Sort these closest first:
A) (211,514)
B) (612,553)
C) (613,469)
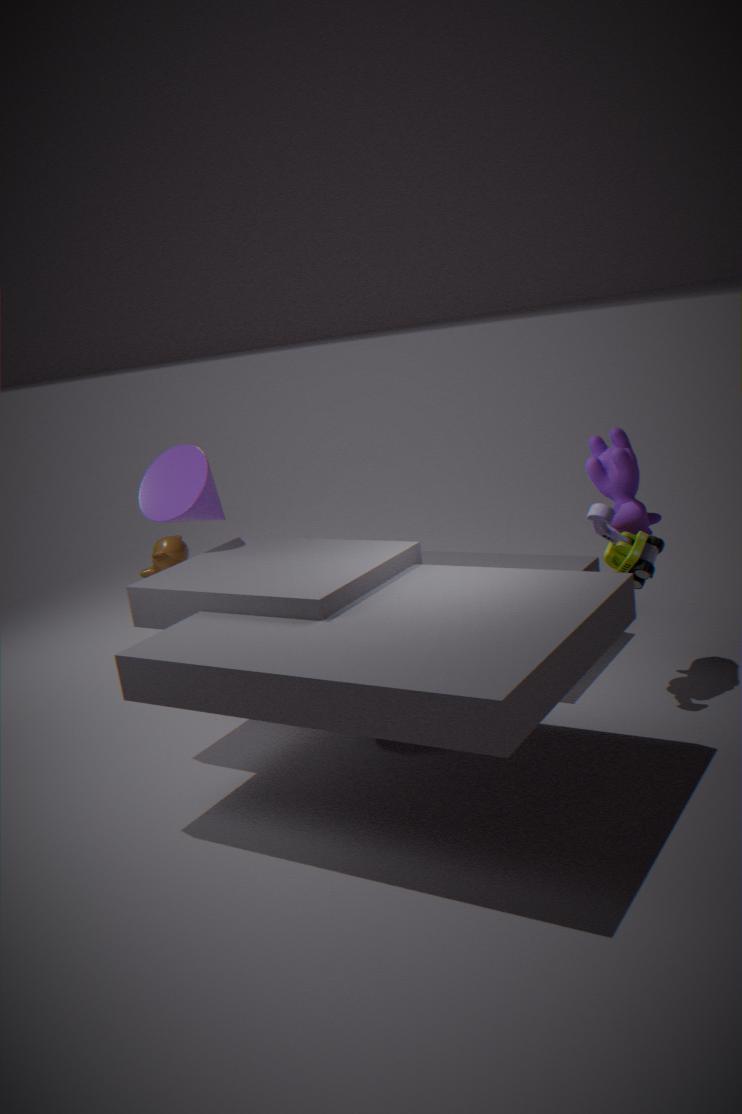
1. (612,553)
2. (613,469)
3. (211,514)
